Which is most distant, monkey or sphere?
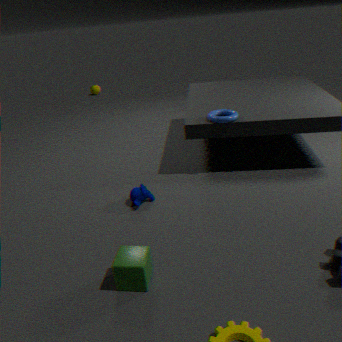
sphere
